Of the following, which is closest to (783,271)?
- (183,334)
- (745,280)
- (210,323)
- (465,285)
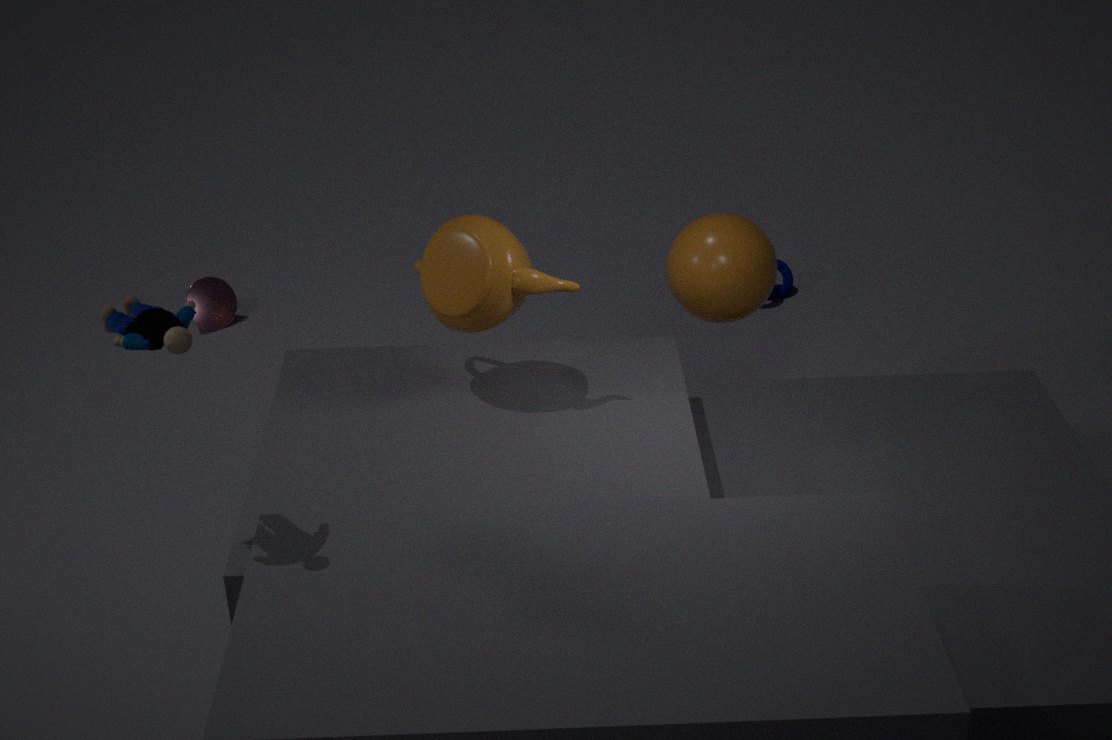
(745,280)
